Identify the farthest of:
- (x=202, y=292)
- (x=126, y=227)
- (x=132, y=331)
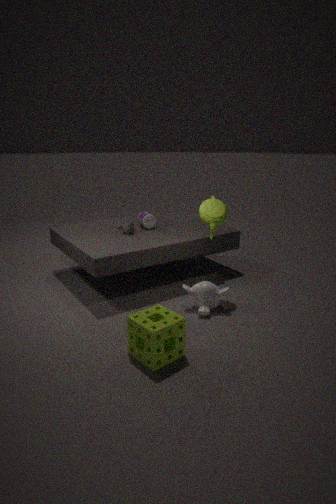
(x=126, y=227)
